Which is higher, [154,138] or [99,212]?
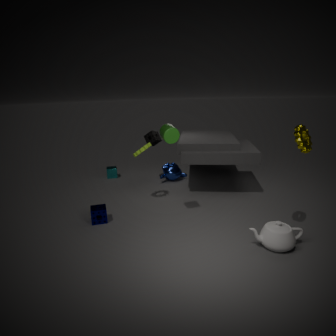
[154,138]
